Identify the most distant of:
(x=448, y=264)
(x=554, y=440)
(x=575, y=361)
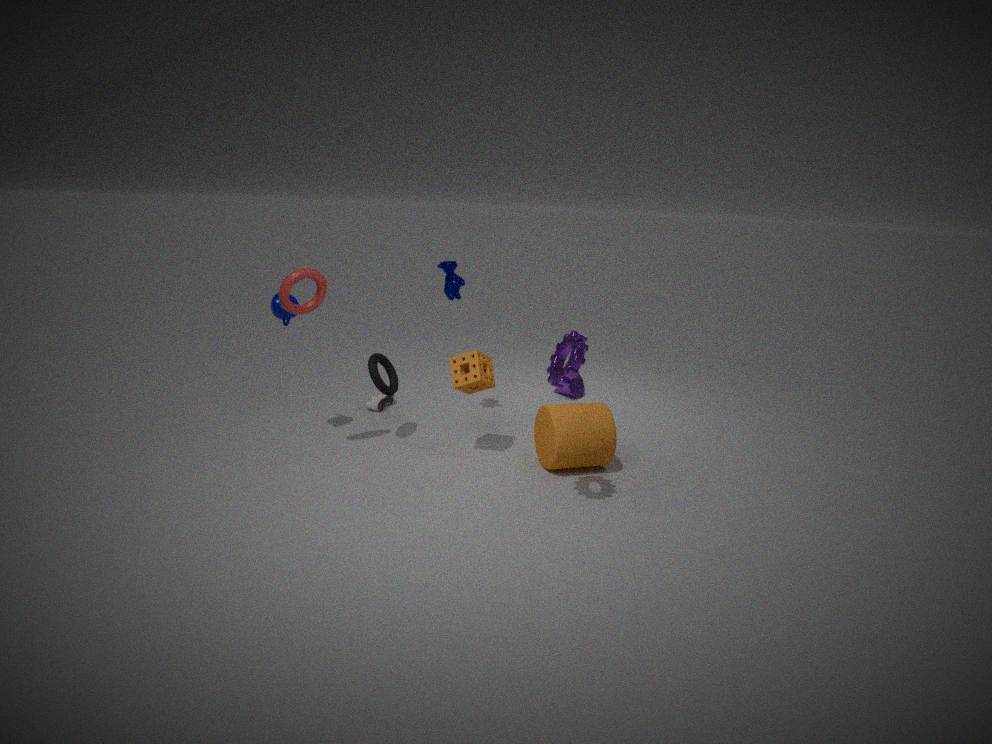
(x=448, y=264)
